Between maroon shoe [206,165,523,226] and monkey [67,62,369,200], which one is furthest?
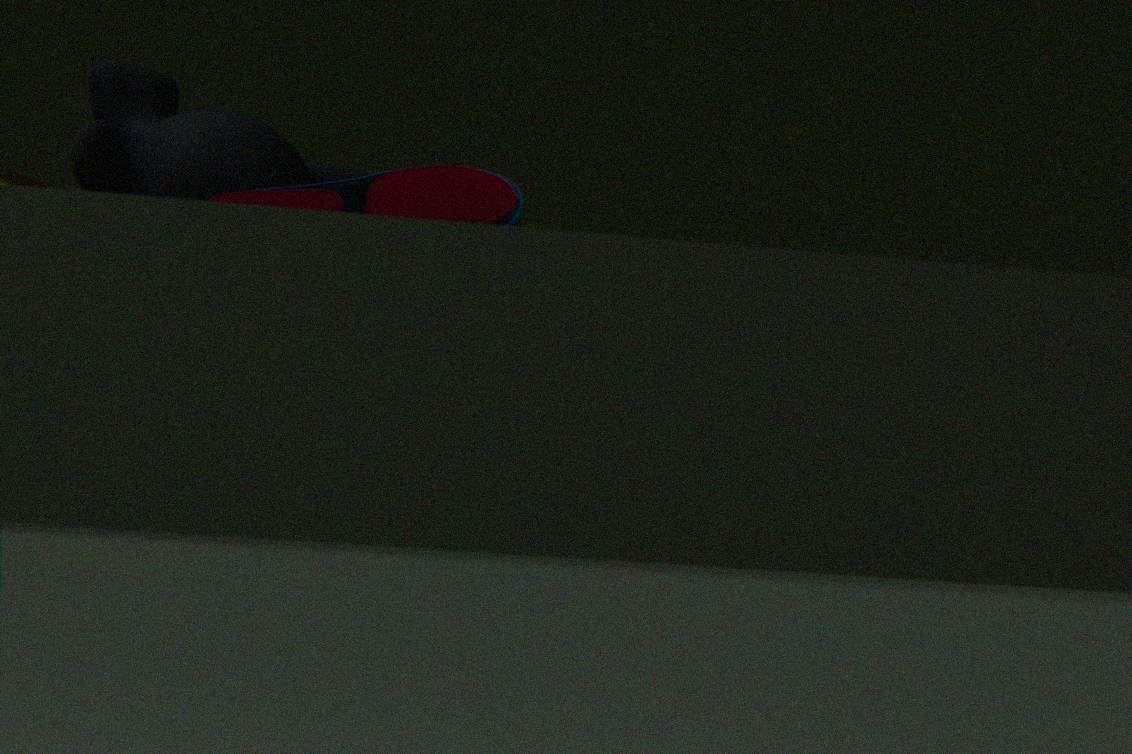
monkey [67,62,369,200]
